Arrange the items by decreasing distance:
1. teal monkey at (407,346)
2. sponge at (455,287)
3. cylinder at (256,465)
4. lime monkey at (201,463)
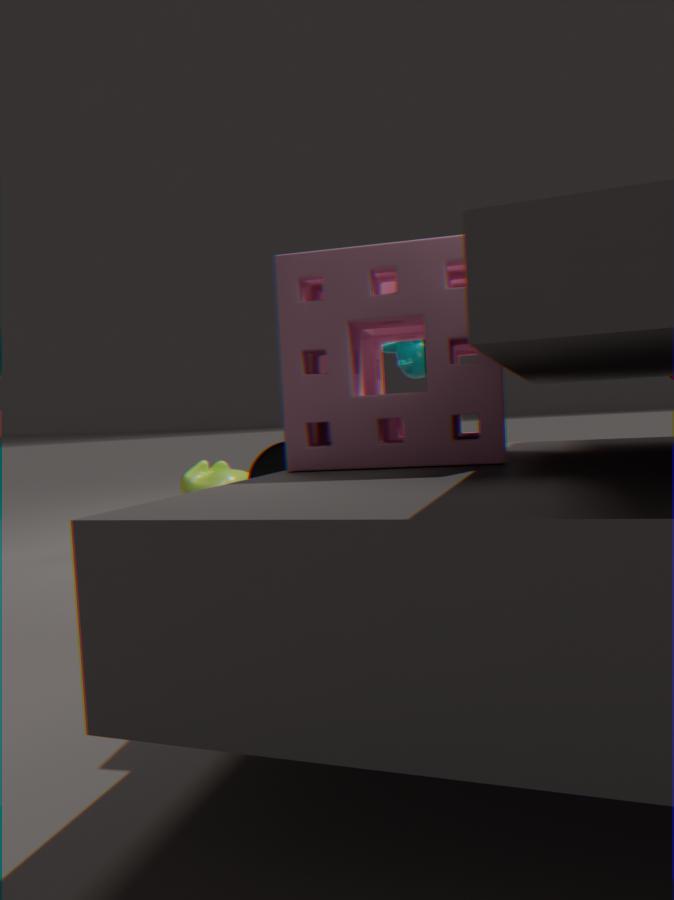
lime monkey at (201,463)
cylinder at (256,465)
teal monkey at (407,346)
sponge at (455,287)
